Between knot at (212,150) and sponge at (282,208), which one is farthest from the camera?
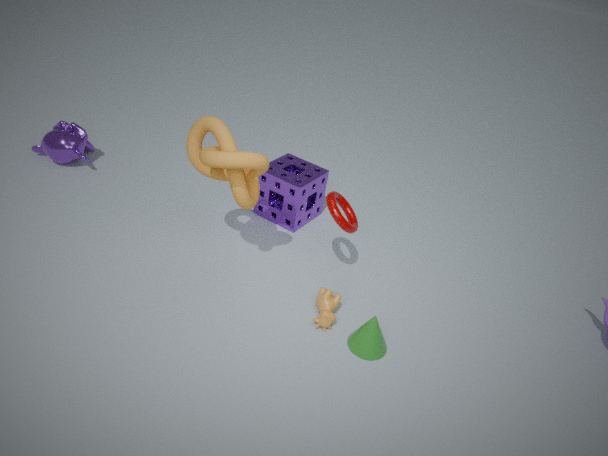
sponge at (282,208)
